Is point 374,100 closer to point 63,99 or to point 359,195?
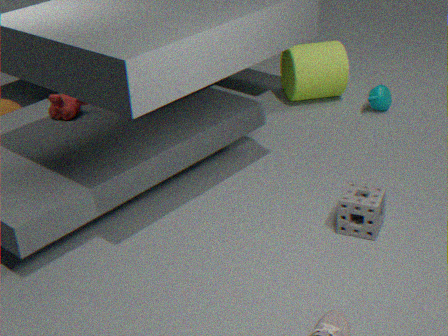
point 359,195
